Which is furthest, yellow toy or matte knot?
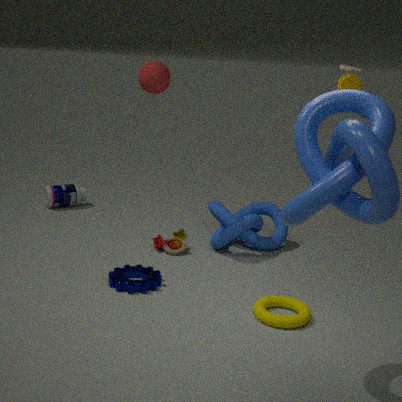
matte knot
